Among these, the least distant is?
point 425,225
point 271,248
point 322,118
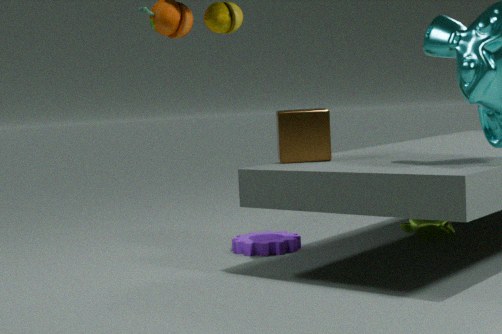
point 322,118
